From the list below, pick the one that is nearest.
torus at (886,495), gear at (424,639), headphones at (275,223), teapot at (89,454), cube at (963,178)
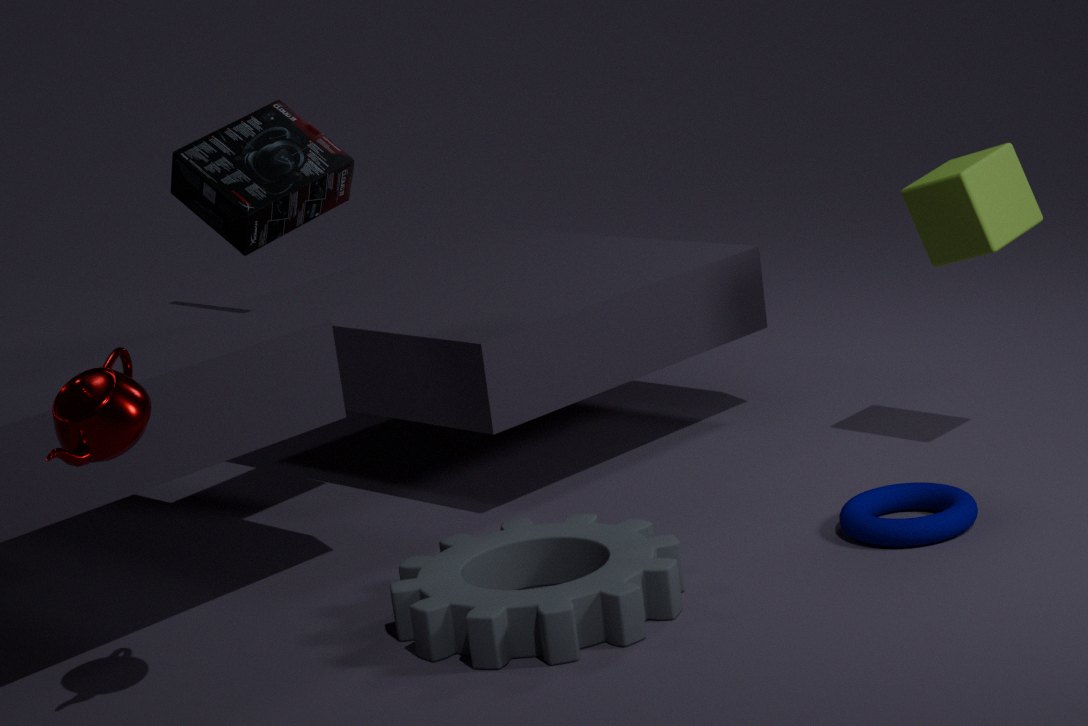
teapot at (89,454)
